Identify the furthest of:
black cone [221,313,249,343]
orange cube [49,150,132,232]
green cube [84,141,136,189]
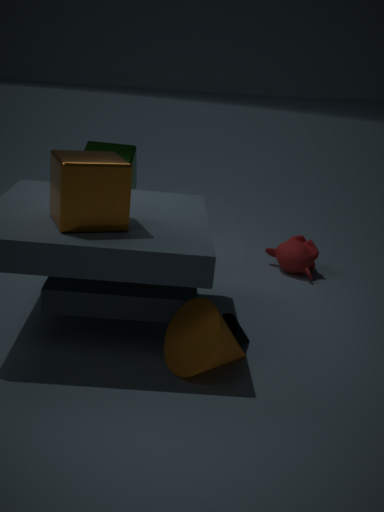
green cube [84,141,136,189]
